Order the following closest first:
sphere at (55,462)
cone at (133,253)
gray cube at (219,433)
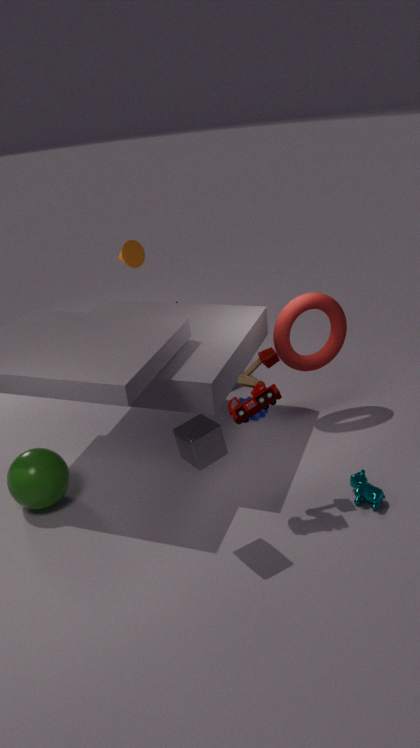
gray cube at (219,433), sphere at (55,462), cone at (133,253)
